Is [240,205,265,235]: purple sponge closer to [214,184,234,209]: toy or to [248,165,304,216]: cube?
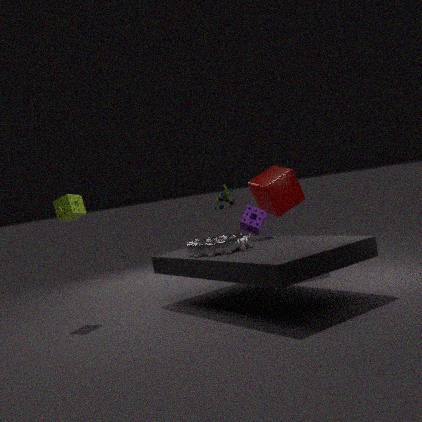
[248,165,304,216]: cube
